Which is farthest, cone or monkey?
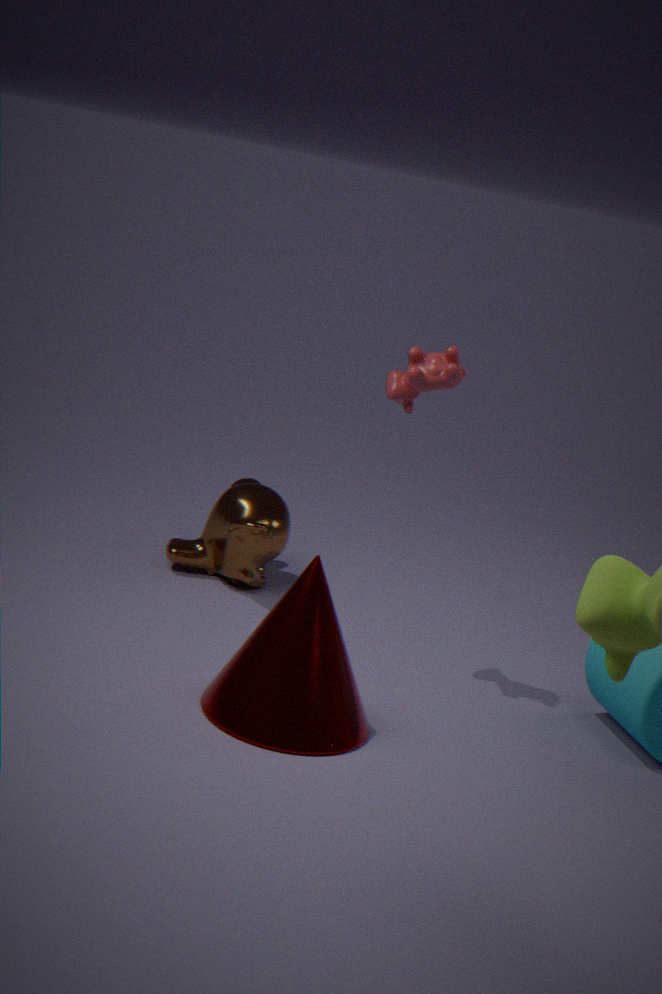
monkey
